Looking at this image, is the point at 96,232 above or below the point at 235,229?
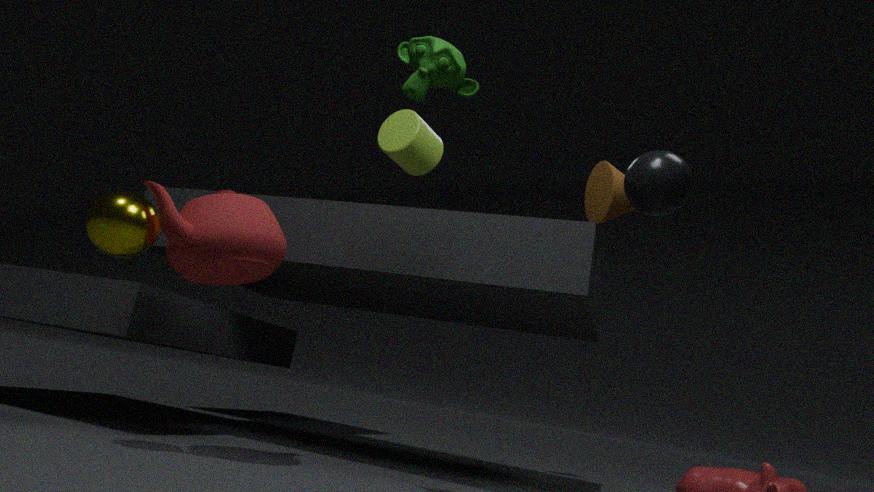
below
